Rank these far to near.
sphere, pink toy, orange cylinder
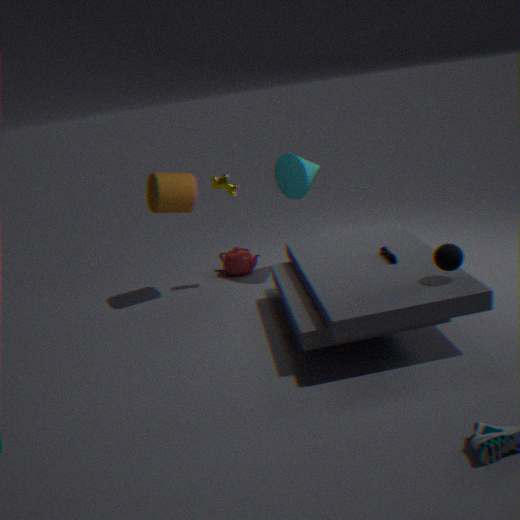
1. orange cylinder
2. pink toy
3. sphere
